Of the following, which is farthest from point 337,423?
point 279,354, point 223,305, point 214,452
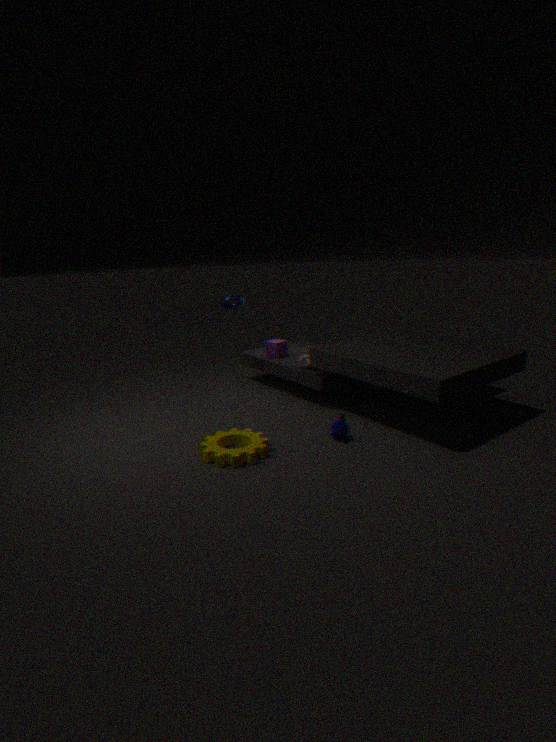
point 223,305
